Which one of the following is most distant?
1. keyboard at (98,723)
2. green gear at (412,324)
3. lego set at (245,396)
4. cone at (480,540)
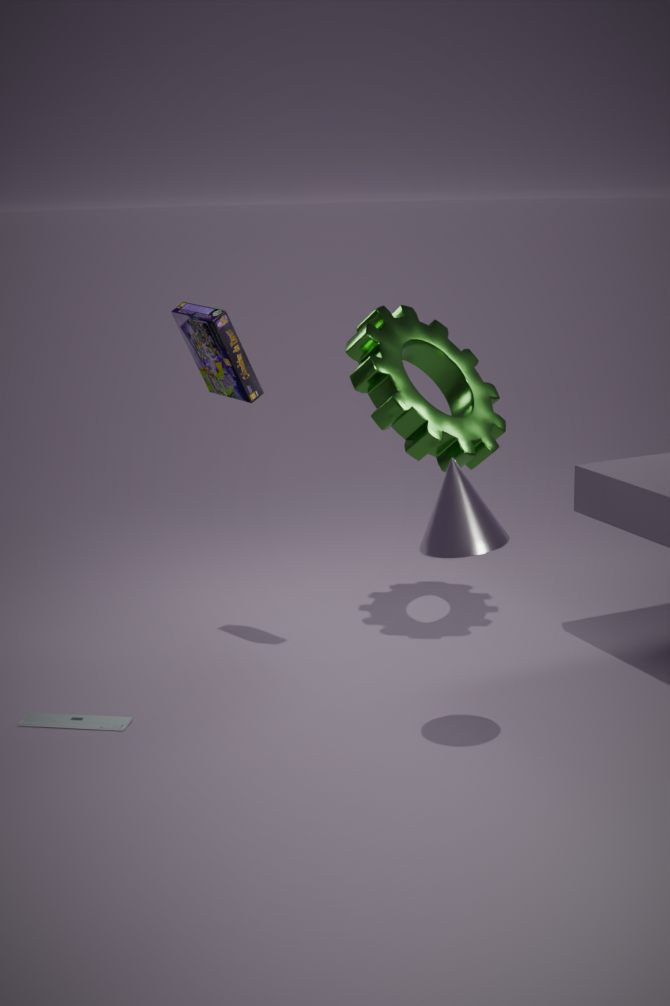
green gear at (412,324)
